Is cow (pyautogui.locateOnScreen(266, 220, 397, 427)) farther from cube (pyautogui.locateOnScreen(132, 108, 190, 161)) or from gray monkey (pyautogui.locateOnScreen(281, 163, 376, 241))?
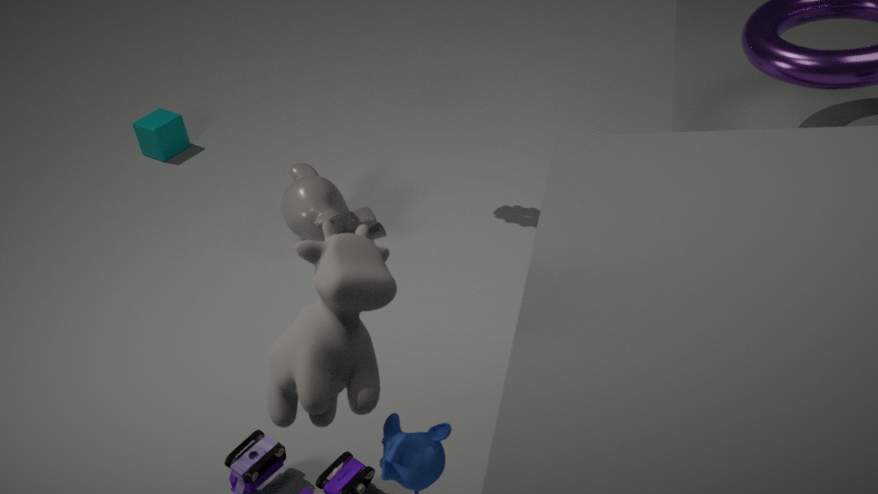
cube (pyautogui.locateOnScreen(132, 108, 190, 161))
